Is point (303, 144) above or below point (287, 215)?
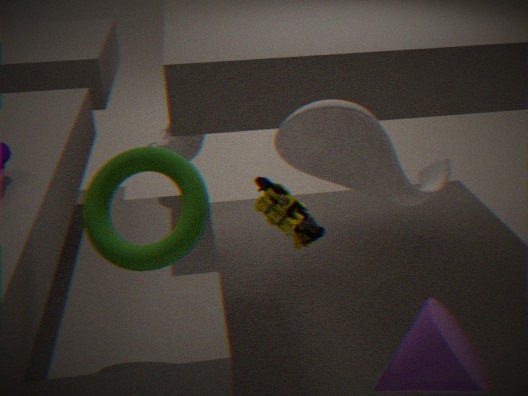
above
